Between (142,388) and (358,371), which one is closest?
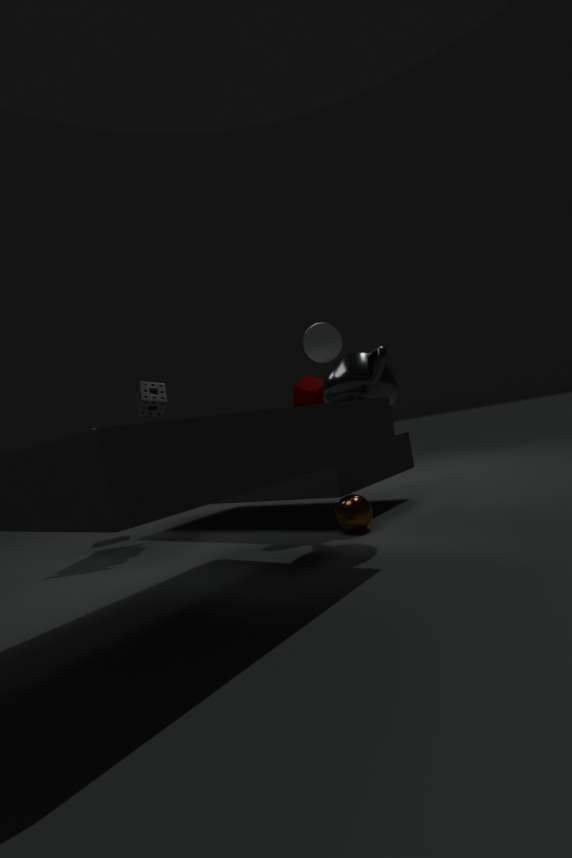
(358,371)
